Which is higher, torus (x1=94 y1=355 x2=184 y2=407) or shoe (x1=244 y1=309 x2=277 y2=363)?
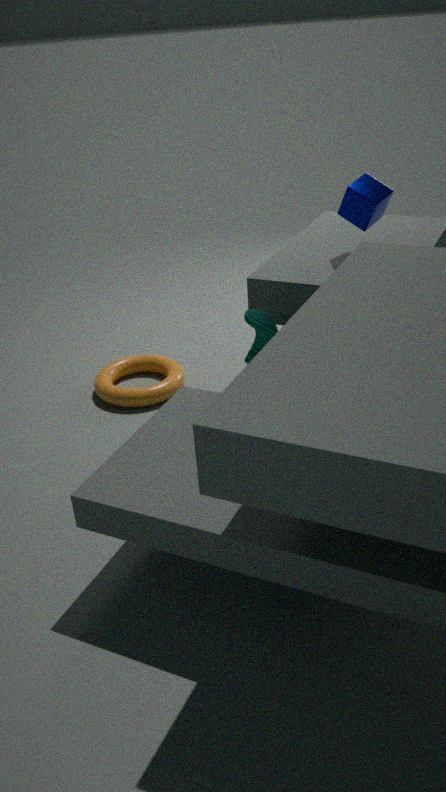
shoe (x1=244 y1=309 x2=277 y2=363)
